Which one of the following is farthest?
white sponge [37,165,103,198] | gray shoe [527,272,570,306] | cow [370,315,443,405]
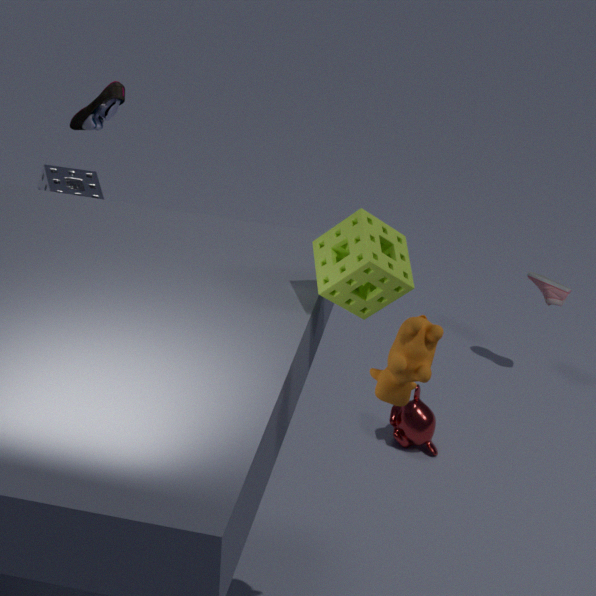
gray shoe [527,272,570,306]
